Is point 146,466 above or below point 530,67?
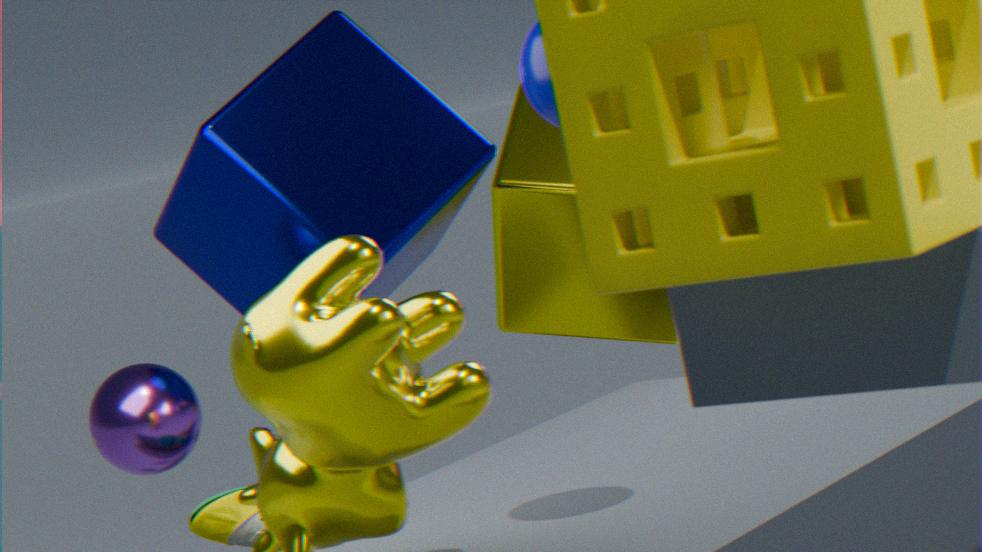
below
